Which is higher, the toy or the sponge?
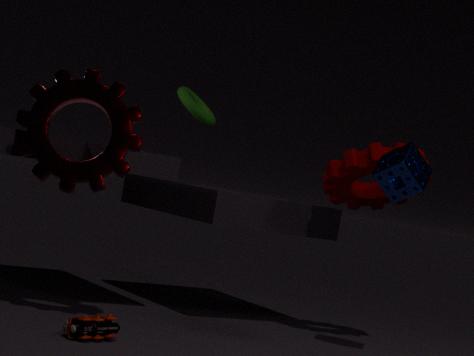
the sponge
